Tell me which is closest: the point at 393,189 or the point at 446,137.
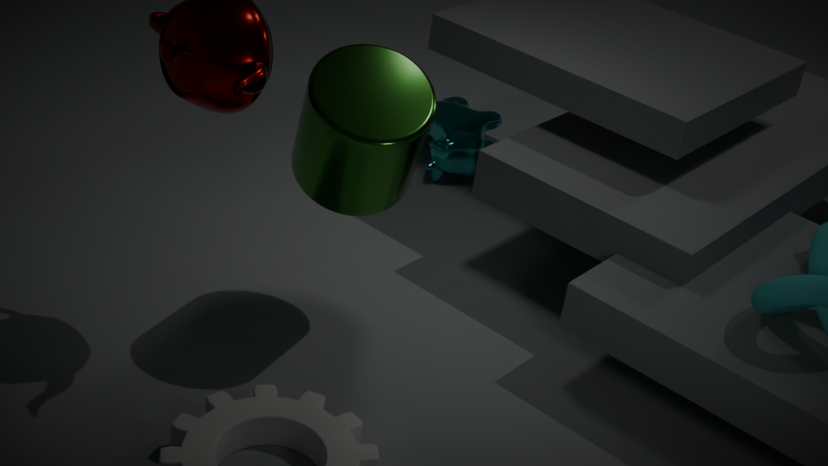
the point at 393,189
